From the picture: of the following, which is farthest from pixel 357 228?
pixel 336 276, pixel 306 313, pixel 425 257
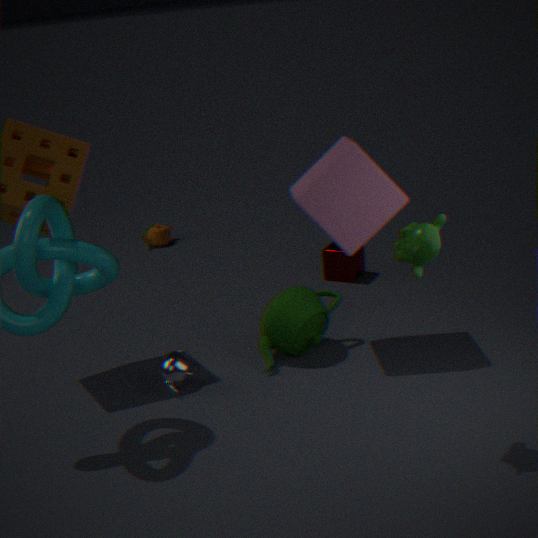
pixel 336 276
